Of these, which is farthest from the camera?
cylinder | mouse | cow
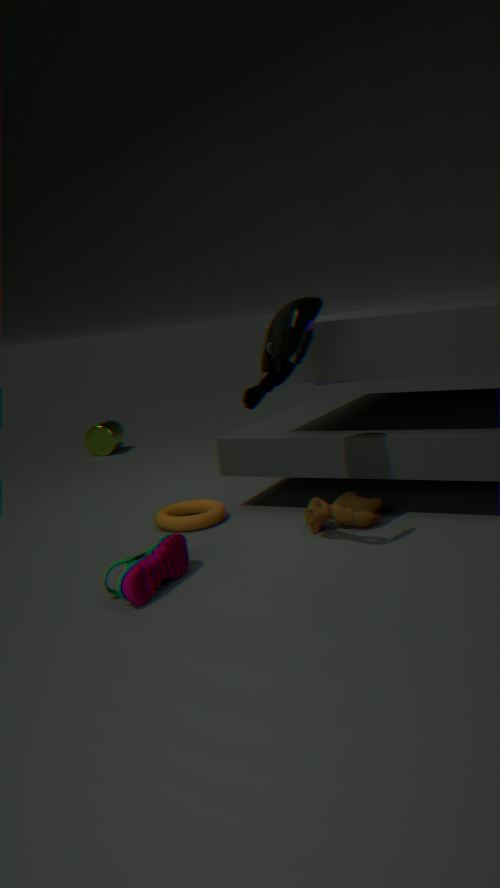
cylinder
